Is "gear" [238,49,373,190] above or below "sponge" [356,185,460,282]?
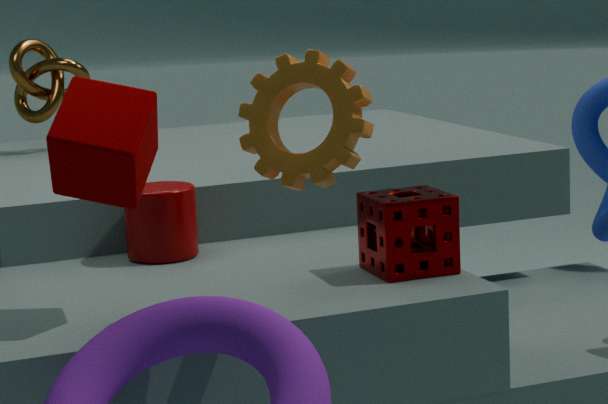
above
